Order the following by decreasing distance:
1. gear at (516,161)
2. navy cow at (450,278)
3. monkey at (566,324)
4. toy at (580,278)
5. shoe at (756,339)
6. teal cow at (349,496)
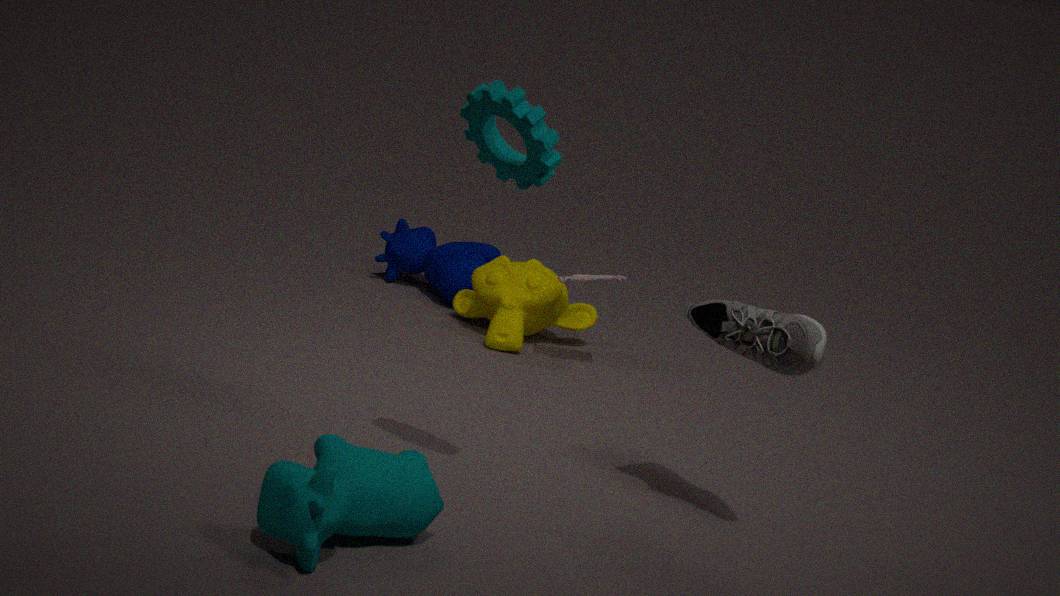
navy cow at (450,278), monkey at (566,324), toy at (580,278), shoe at (756,339), gear at (516,161), teal cow at (349,496)
